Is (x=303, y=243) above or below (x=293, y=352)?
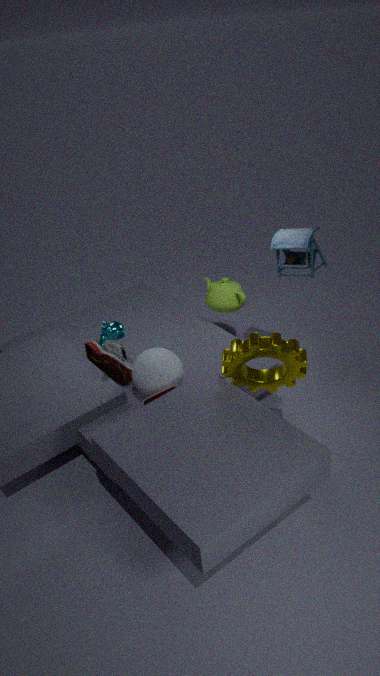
above
